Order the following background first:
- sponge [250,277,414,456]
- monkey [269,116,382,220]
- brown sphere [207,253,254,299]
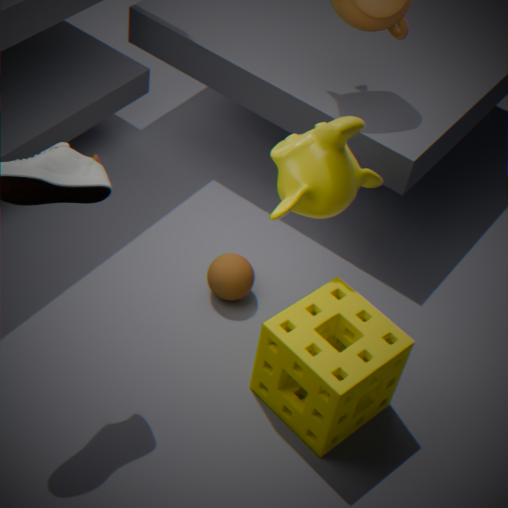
brown sphere [207,253,254,299], monkey [269,116,382,220], sponge [250,277,414,456]
